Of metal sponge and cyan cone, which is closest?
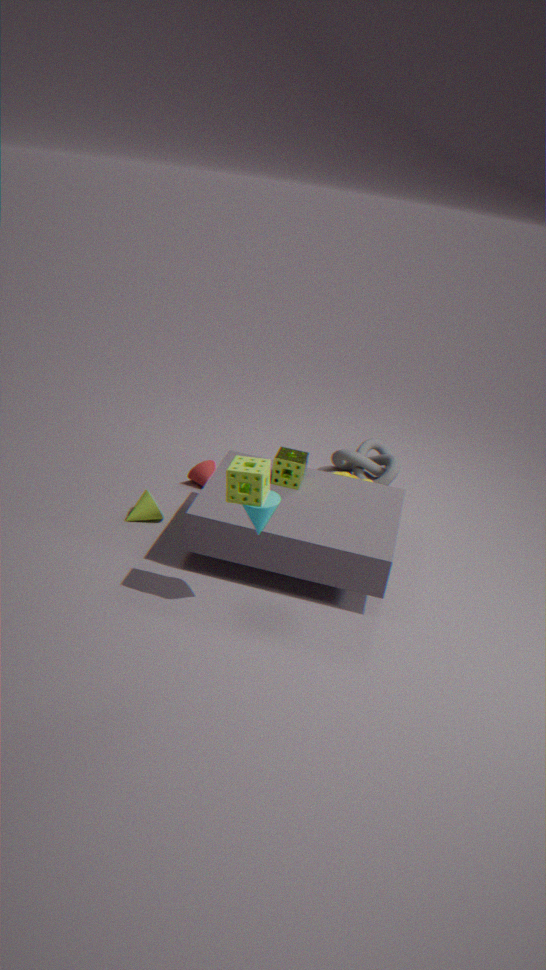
cyan cone
